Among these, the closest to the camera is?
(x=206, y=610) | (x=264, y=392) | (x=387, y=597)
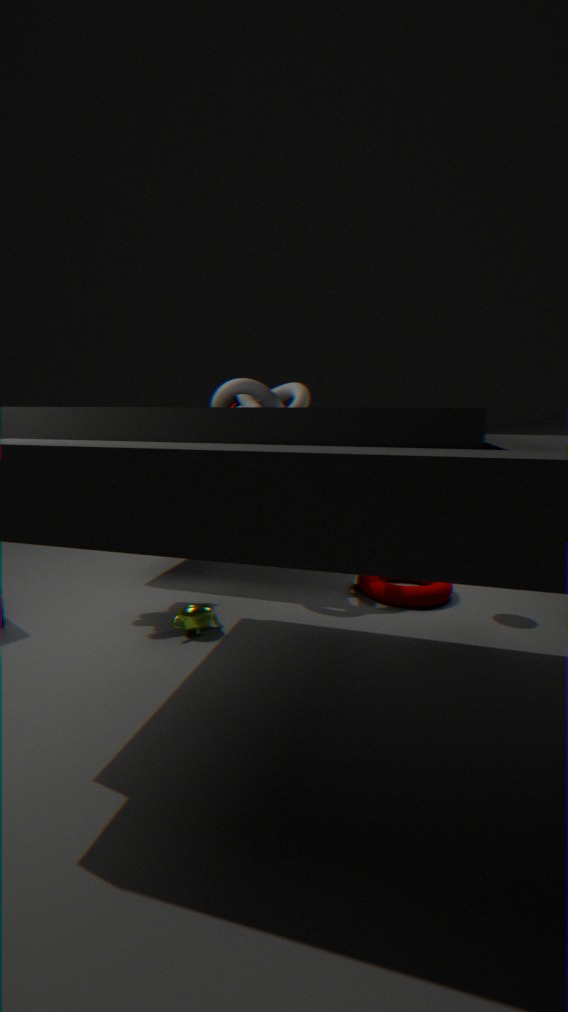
(x=206, y=610)
